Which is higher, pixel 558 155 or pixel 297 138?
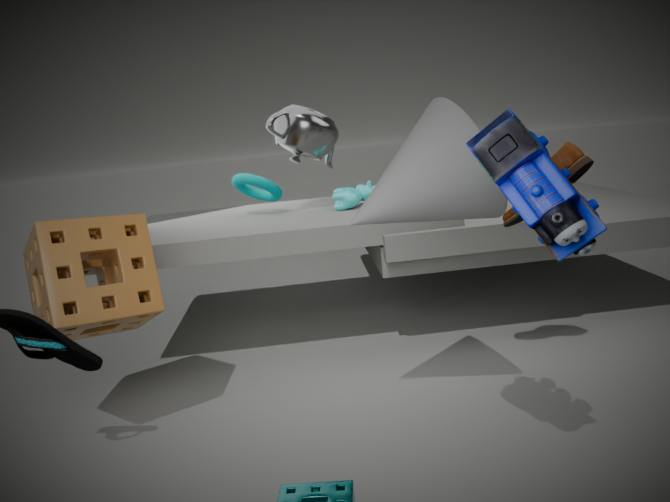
pixel 297 138
